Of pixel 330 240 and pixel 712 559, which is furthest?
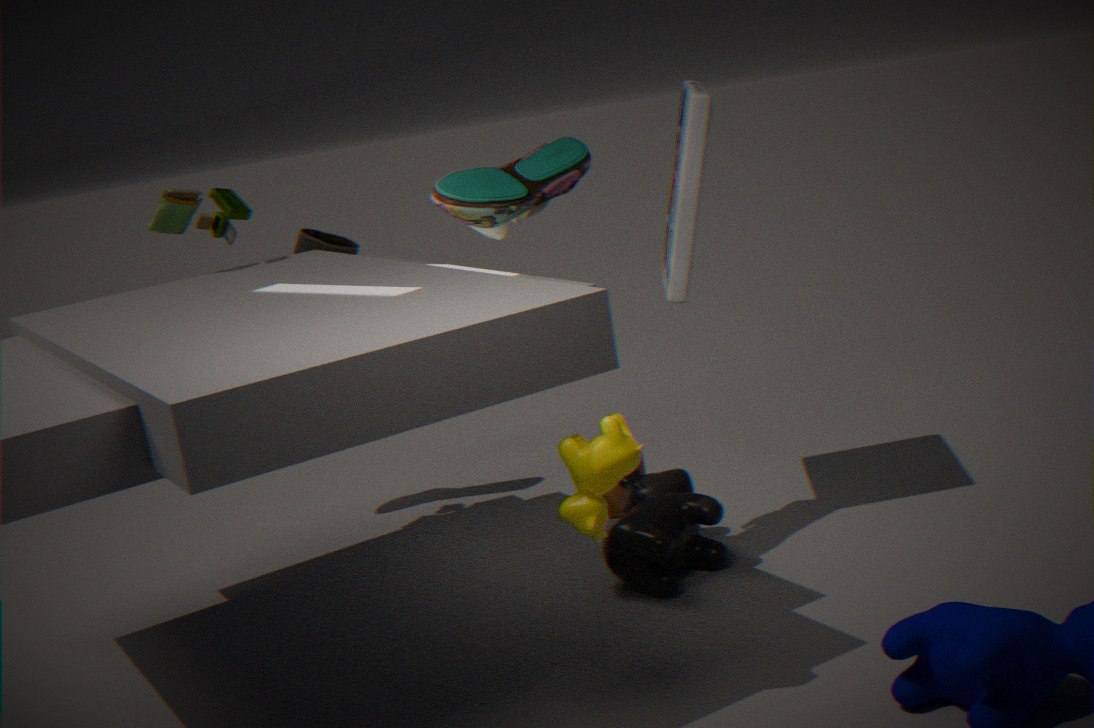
pixel 330 240
